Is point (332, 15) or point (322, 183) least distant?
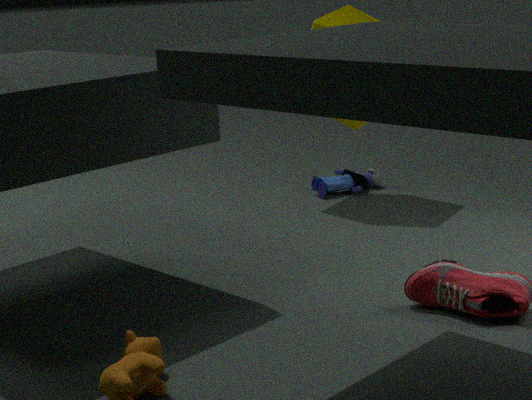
point (332, 15)
